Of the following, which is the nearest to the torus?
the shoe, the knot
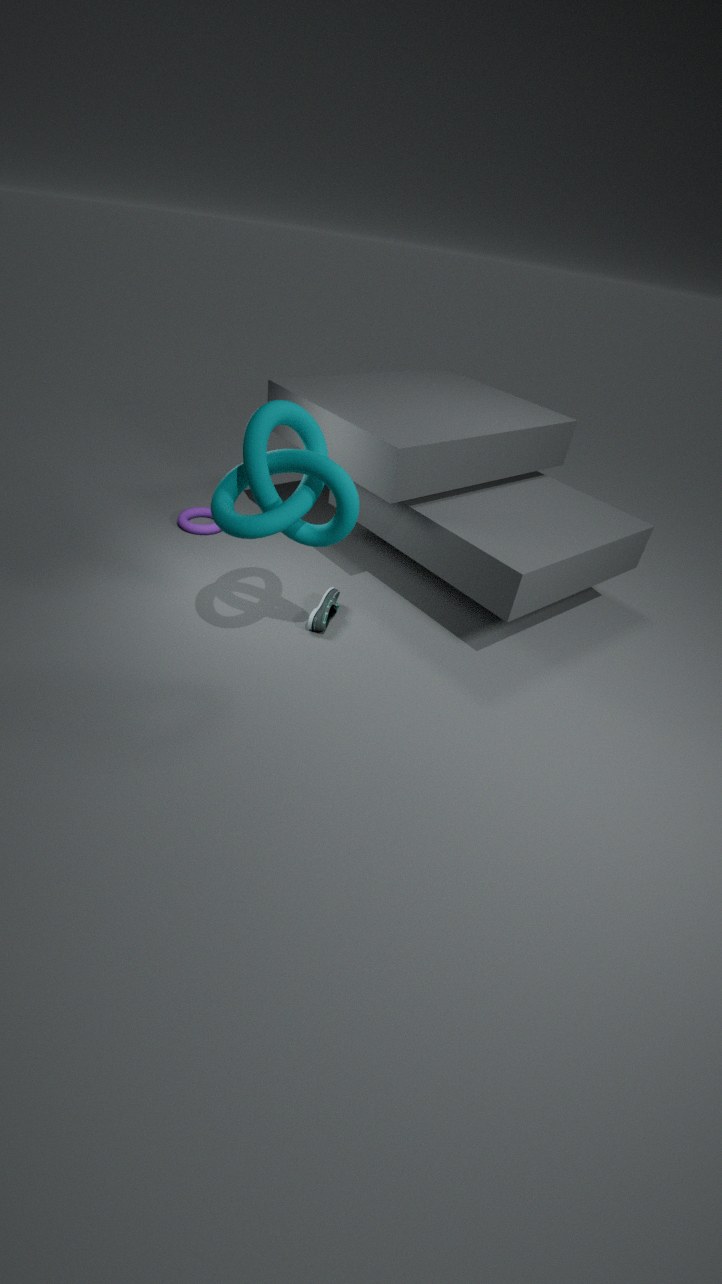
the shoe
